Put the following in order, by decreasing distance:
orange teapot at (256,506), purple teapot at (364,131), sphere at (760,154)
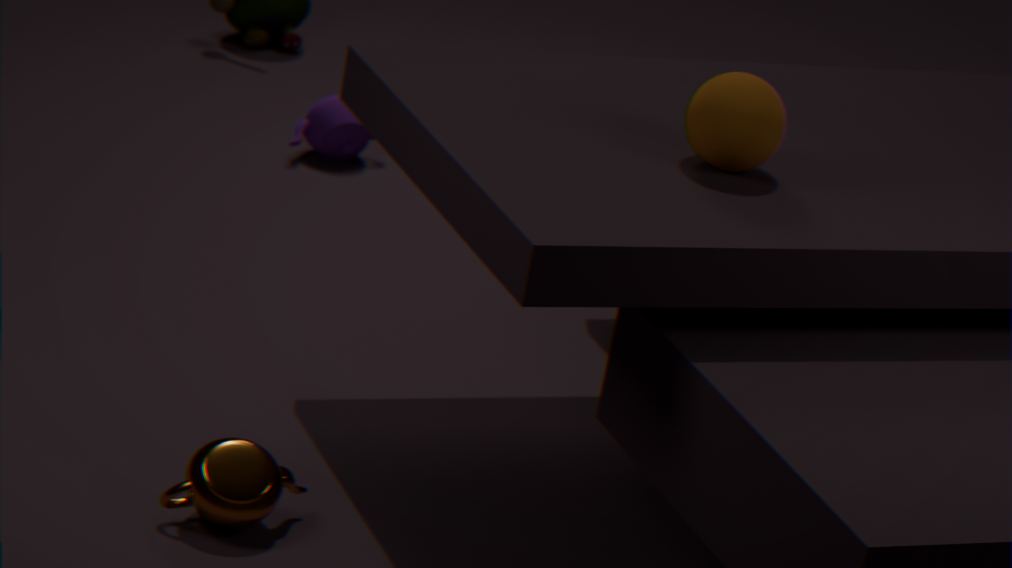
purple teapot at (364,131)
sphere at (760,154)
orange teapot at (256,506)
